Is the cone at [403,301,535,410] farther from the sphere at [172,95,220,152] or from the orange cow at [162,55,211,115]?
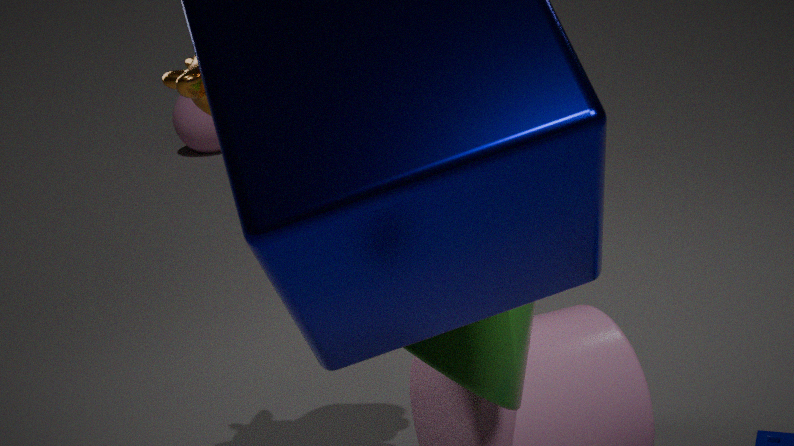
the sphere at [172,95,220,152]
